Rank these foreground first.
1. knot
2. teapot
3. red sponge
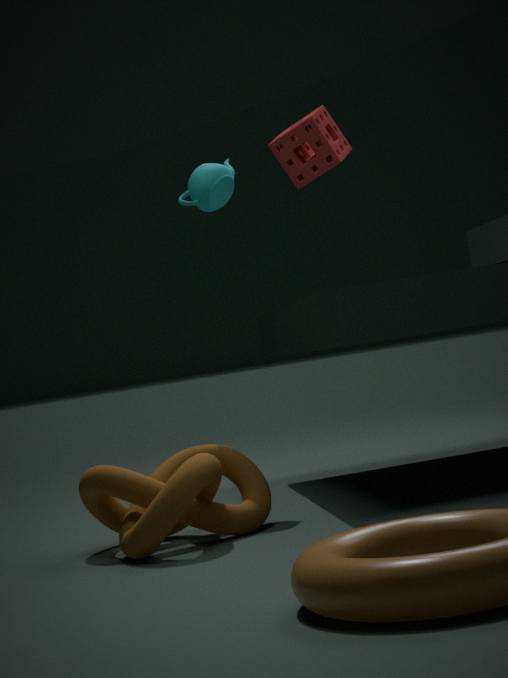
knot → red sponge → teapot
